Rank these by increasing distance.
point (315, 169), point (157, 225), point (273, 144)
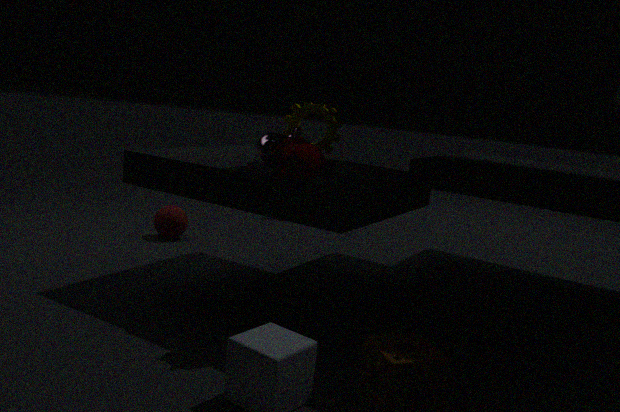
point (315, 169) < point (273, 144) < point (157, 225)
